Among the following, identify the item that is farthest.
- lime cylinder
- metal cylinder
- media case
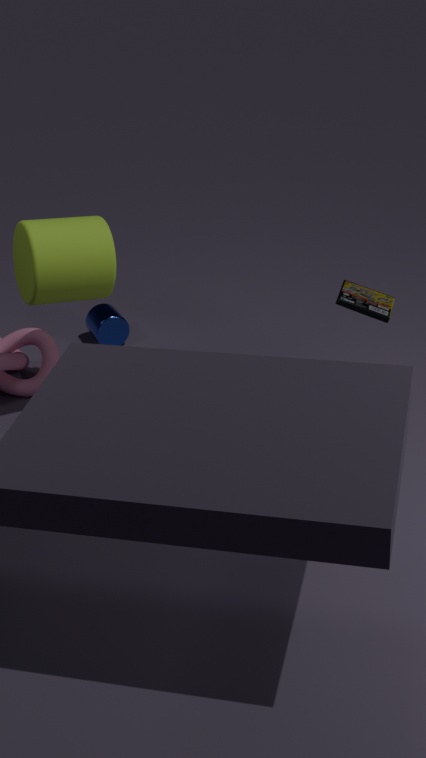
metal cylinder
